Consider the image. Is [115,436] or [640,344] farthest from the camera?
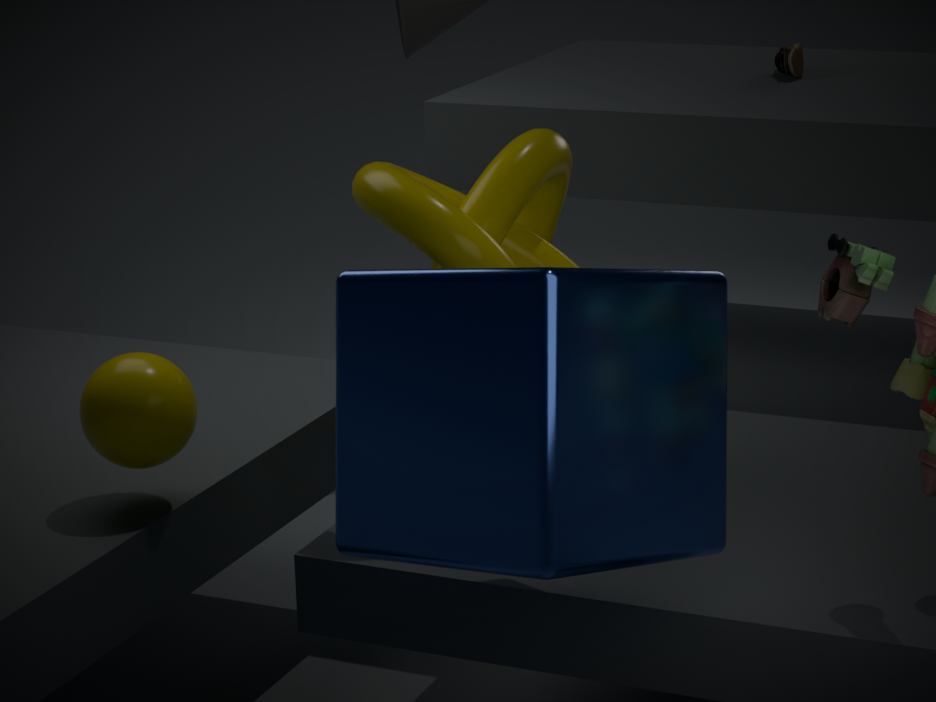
[115,436]
